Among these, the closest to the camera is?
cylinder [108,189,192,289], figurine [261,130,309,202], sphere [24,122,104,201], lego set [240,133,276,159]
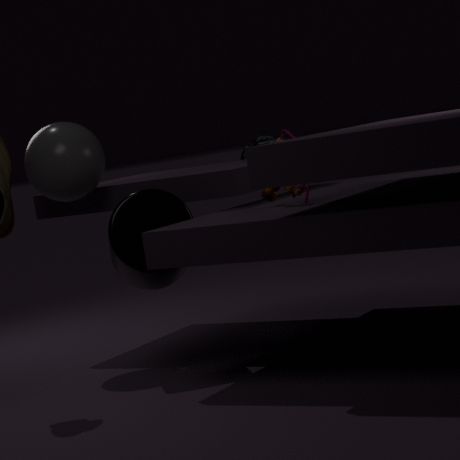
figurine [261,130,309,202]
